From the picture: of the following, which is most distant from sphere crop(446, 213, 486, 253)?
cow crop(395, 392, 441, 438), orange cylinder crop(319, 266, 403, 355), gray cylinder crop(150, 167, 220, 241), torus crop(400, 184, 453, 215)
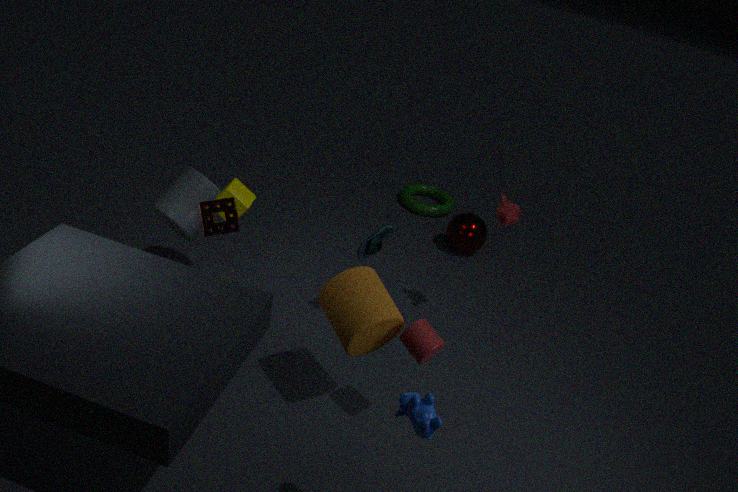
cow crop(395, 392, 441, 438)
